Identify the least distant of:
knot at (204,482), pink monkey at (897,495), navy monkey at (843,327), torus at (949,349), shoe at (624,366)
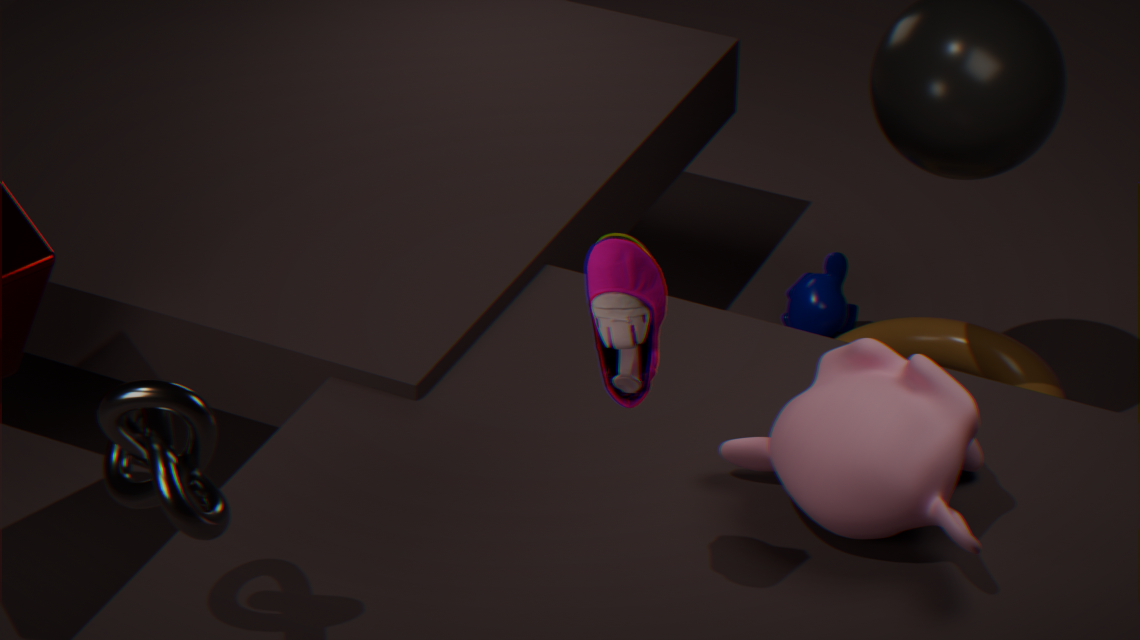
shoe at (624,366)
